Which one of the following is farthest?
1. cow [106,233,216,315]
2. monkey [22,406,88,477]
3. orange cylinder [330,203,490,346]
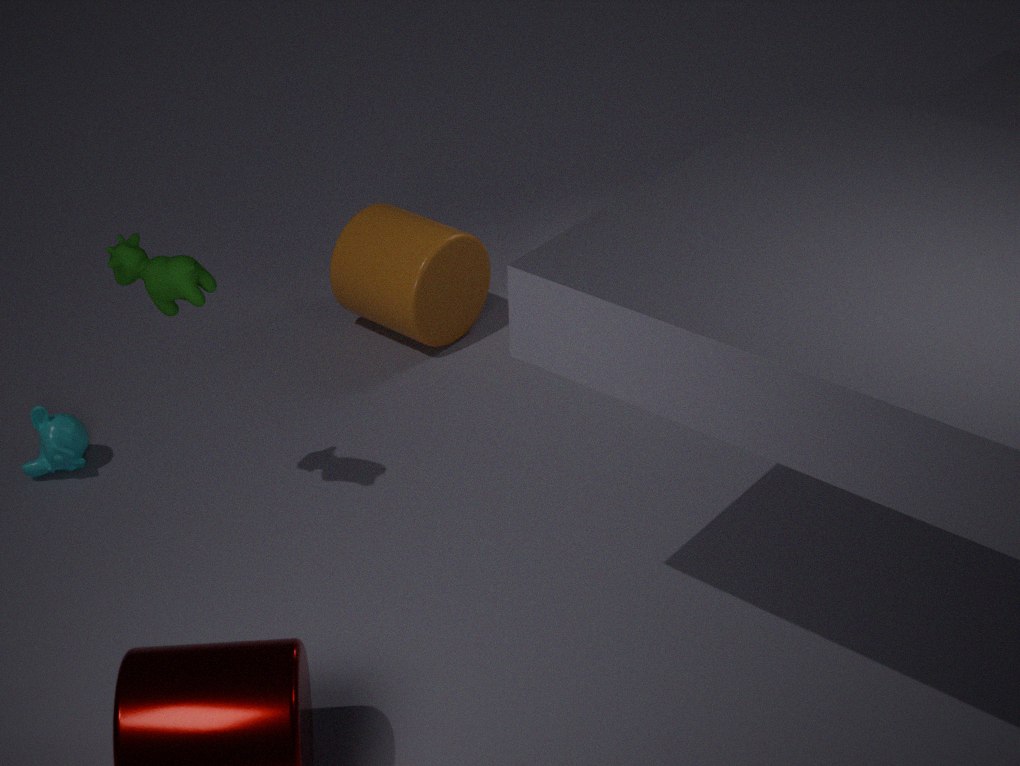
orange cylinder [330,203,490,346]
